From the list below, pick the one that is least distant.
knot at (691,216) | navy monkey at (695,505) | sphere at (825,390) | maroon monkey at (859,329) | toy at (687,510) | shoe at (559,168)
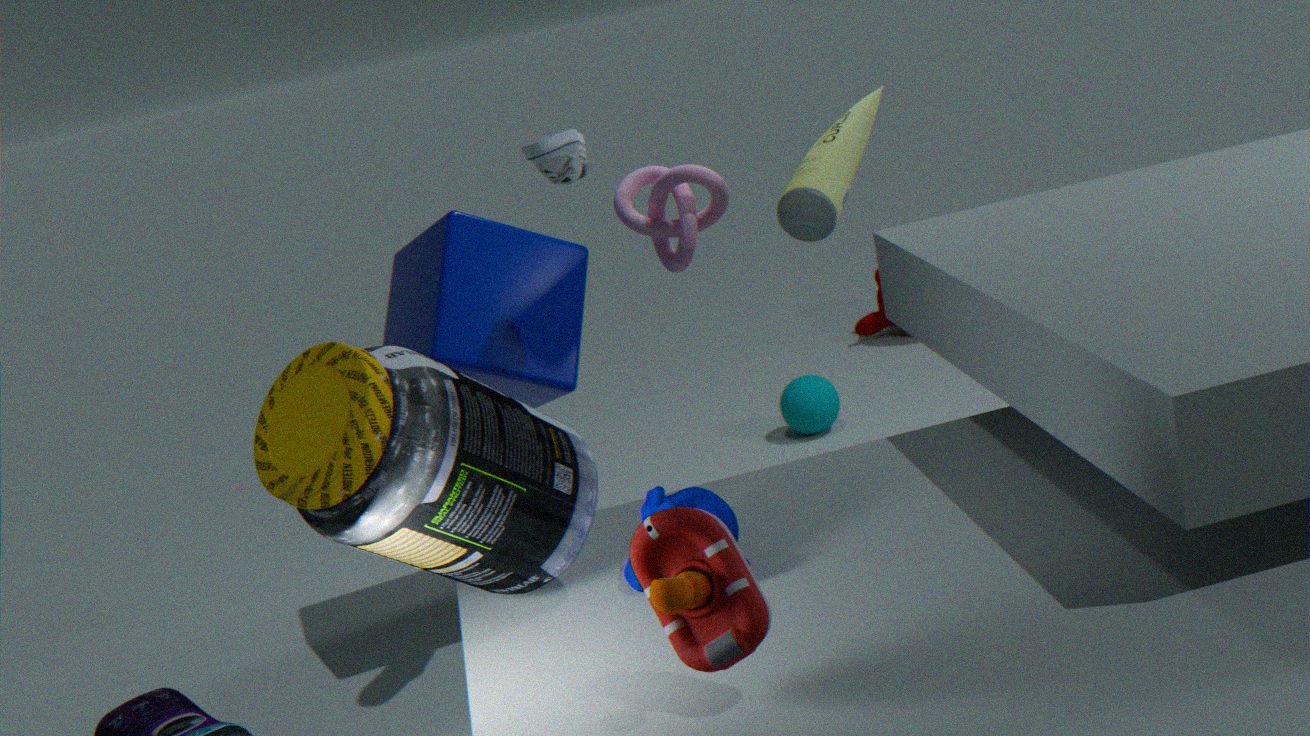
toy at (687,510)
